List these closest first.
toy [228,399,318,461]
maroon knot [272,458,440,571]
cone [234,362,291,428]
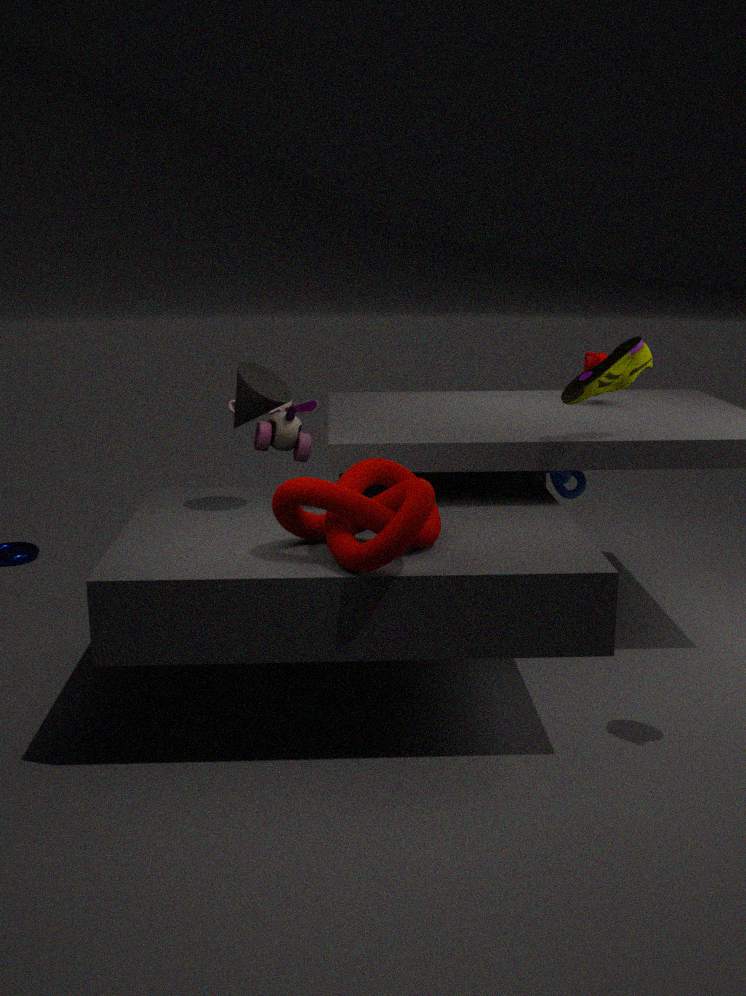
maroon knot [272,458,440,571] → cone [234,362,291,428] → toy [228,399,318,461]
